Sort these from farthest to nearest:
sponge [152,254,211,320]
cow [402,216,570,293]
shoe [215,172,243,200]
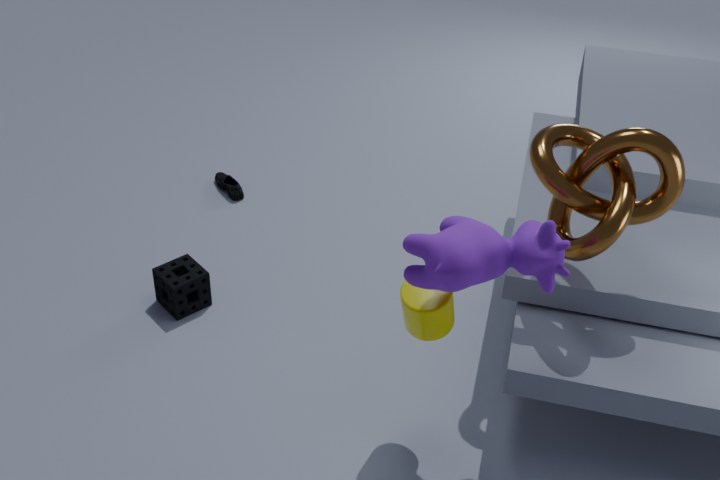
shoe [215,172,243,200] → sponge [152,254,211,320] → cow [402,216,570,293]
